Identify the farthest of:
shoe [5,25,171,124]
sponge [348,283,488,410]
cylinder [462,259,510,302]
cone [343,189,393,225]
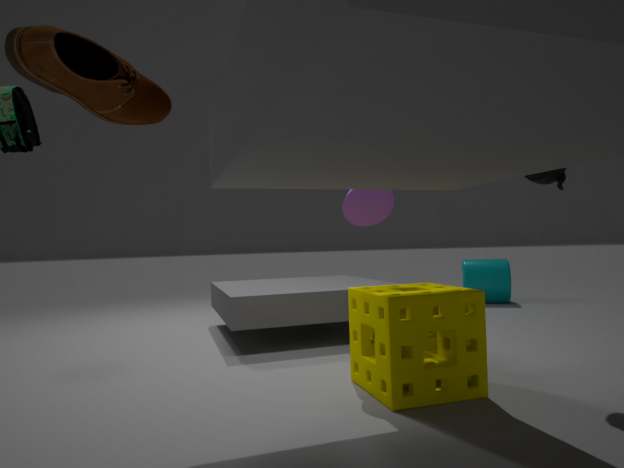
cylinder [462,259,510,302]
